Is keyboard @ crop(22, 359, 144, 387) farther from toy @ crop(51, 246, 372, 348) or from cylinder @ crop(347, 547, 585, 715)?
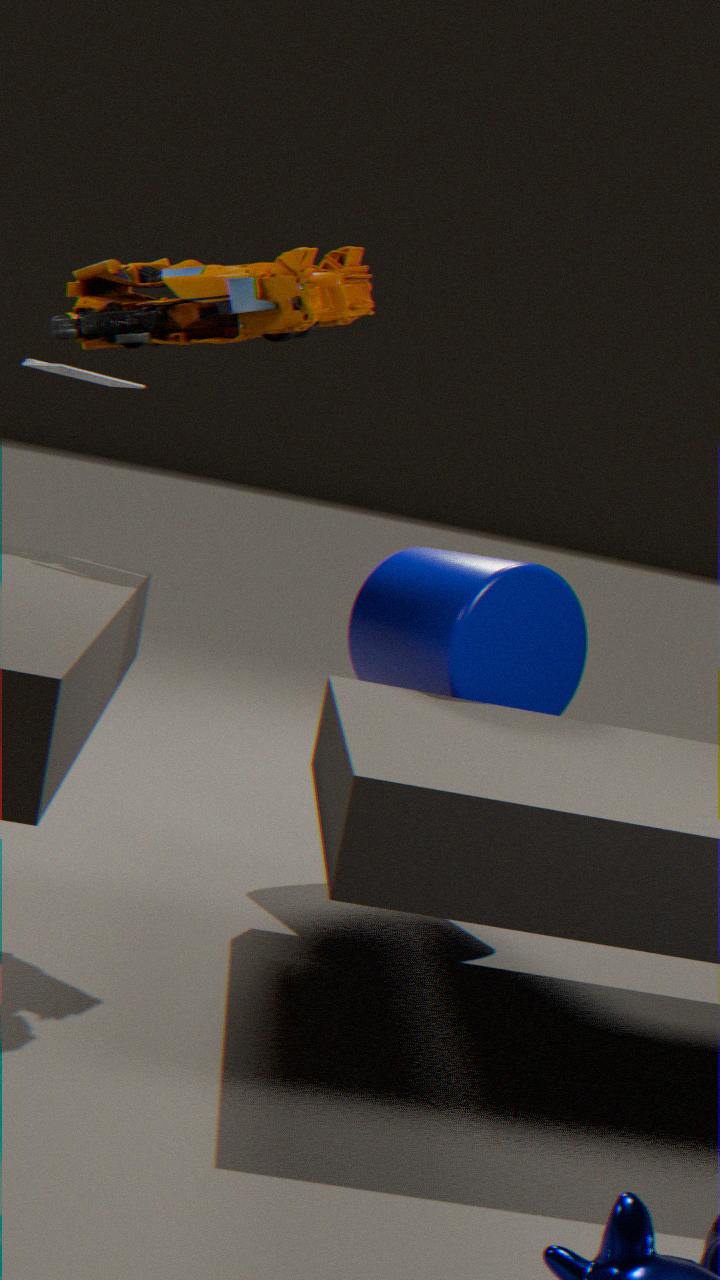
cylinder @ crop(347, 547, 585, 715)
